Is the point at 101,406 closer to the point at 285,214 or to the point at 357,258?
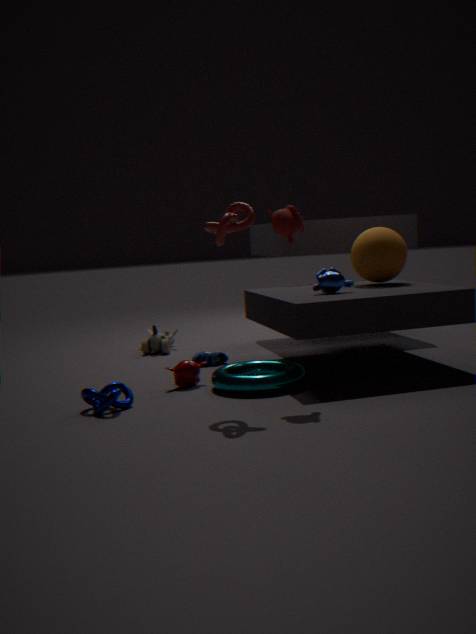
the point at 285,214
